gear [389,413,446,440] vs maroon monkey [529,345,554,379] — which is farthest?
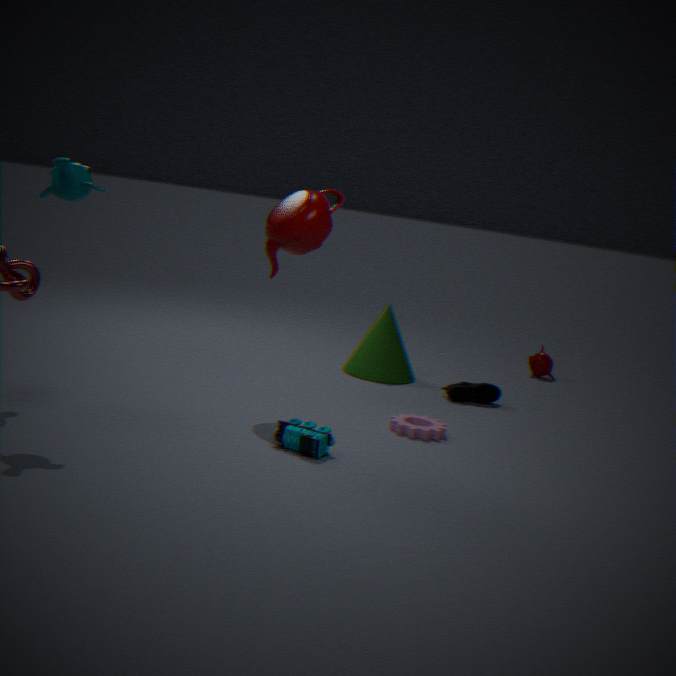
maroon monkey [529,345,554,379]
